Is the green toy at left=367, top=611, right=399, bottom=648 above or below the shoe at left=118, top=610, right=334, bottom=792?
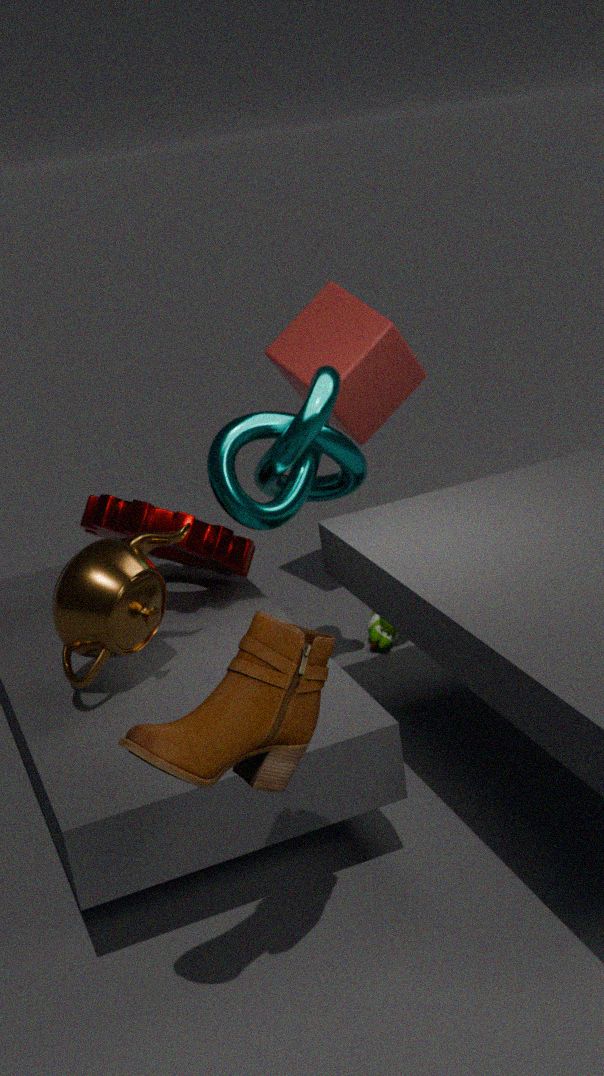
below
